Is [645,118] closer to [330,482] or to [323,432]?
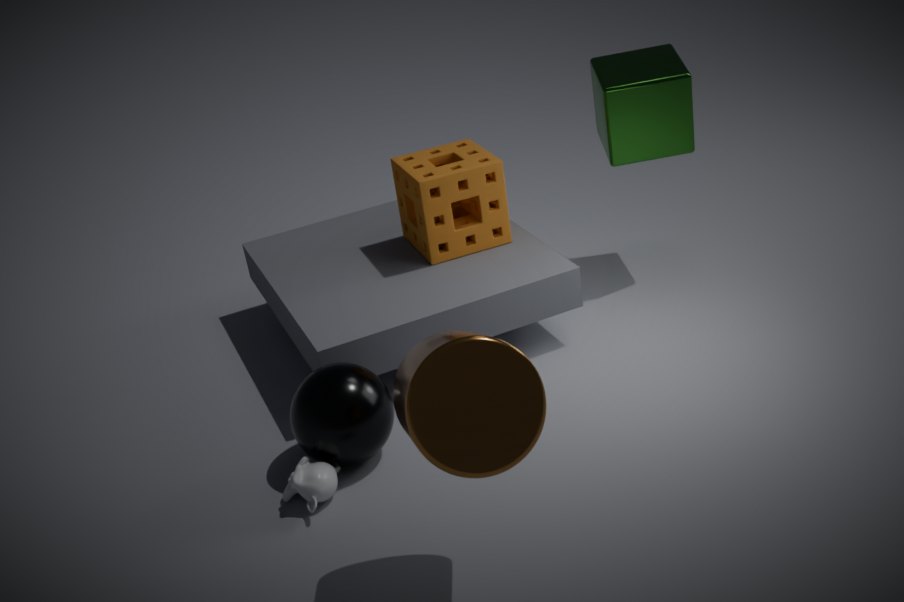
[323,432]
